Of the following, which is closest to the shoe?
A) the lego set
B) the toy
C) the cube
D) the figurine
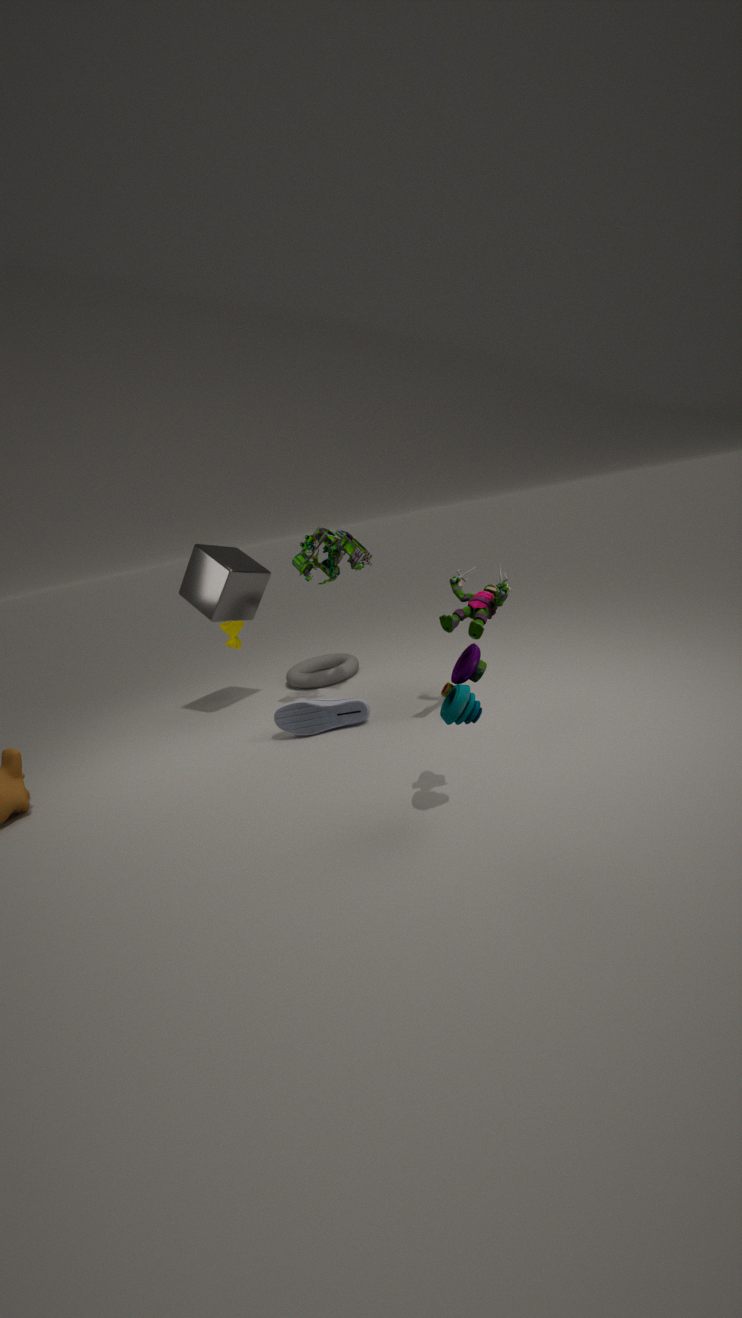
the figurine
